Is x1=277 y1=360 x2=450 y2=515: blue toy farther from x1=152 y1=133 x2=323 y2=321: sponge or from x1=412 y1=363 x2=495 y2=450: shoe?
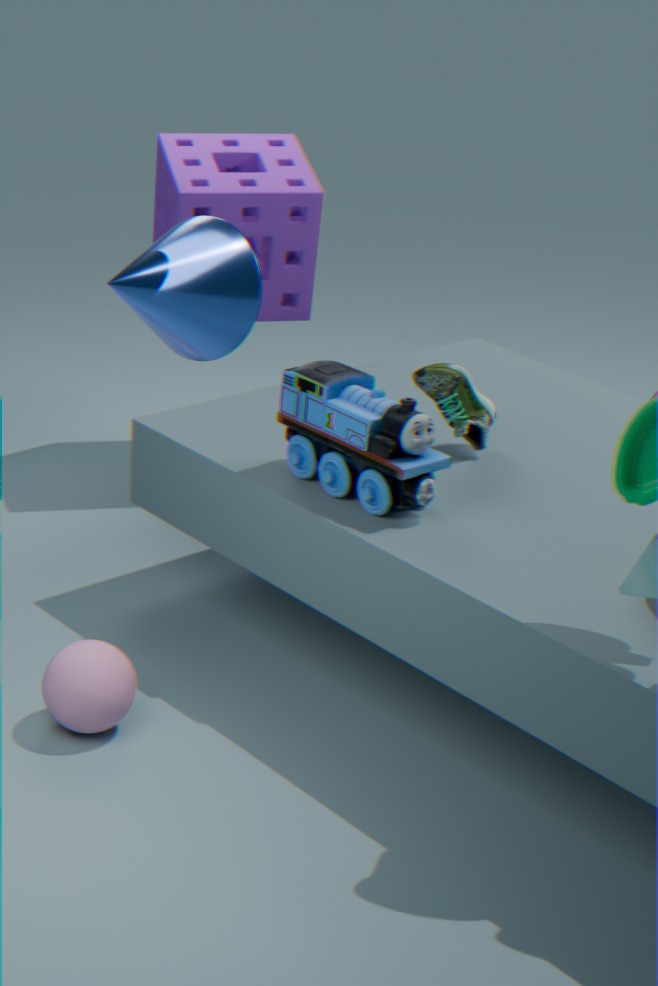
x1=152 y1=133 x2=323 y2=321: sponge
